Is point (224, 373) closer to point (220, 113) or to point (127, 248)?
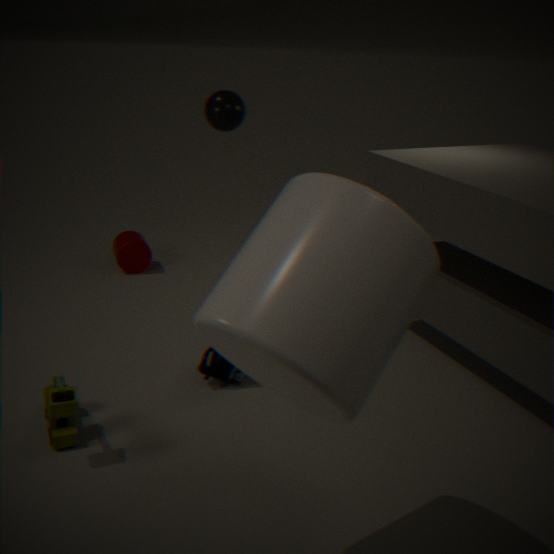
point (220, 113)
